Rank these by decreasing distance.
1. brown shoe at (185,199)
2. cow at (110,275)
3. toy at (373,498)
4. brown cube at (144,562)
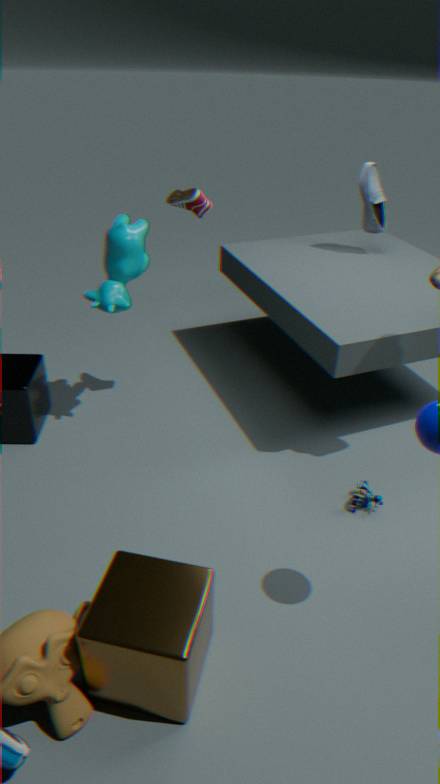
brown shoe at (185,199), cow at (110,275), toy at (373,498), brown cube at (144,562)
